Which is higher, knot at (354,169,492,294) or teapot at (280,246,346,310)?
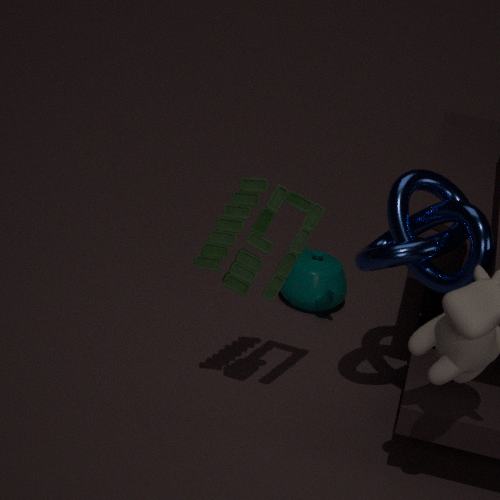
knot at (354,169,492,294)
